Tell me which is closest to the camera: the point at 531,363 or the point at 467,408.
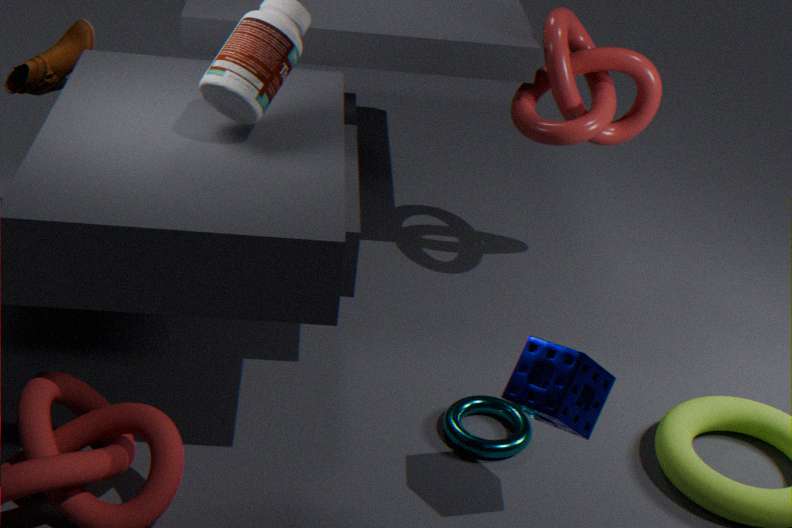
the point at 531,363
